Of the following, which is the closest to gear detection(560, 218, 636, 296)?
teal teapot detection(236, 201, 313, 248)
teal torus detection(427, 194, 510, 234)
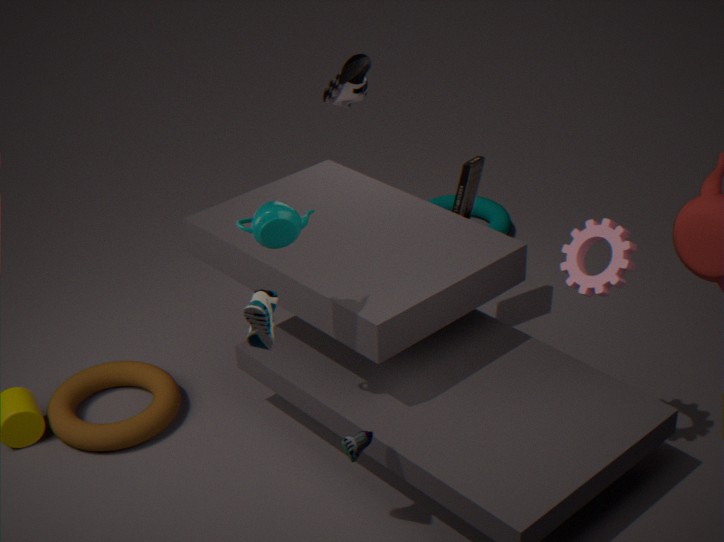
teal teapot detection(236, 201, 313, 248)
